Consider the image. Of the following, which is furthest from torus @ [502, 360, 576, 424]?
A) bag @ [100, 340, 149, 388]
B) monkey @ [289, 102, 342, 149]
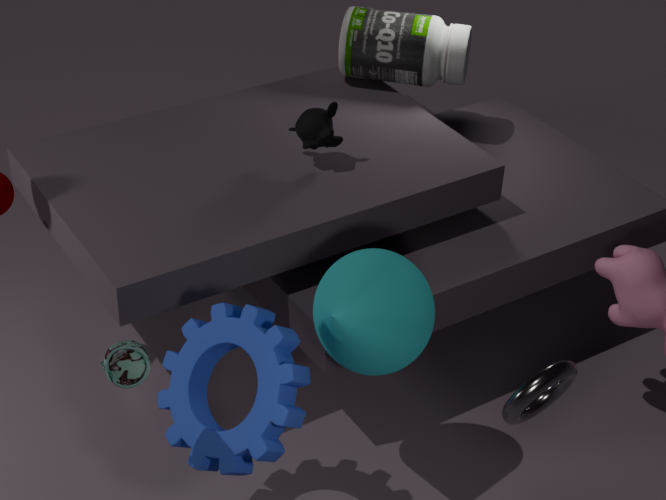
monkey @ [289, 102, 342, 149]
